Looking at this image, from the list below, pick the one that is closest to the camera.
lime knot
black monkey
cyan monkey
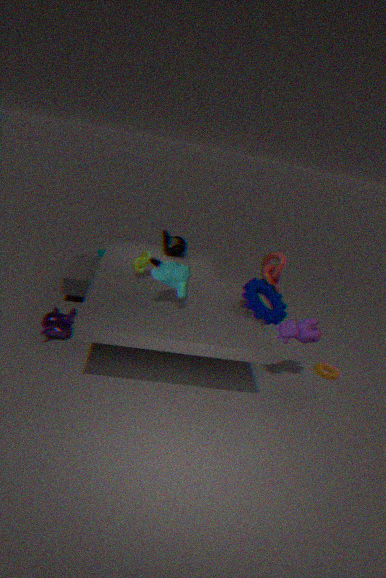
cyan monkey
